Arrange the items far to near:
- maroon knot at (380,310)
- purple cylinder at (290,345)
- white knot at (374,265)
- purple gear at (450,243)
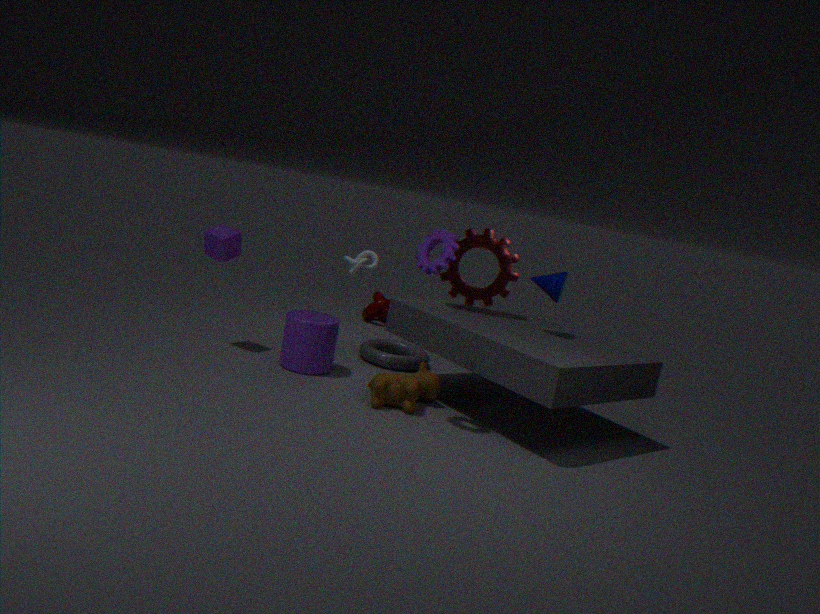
1. maroon knot at (380,310)
2. white knot at (374,265)
3. purple cylinder at (290,345)
4. purple gear at (450,243)
